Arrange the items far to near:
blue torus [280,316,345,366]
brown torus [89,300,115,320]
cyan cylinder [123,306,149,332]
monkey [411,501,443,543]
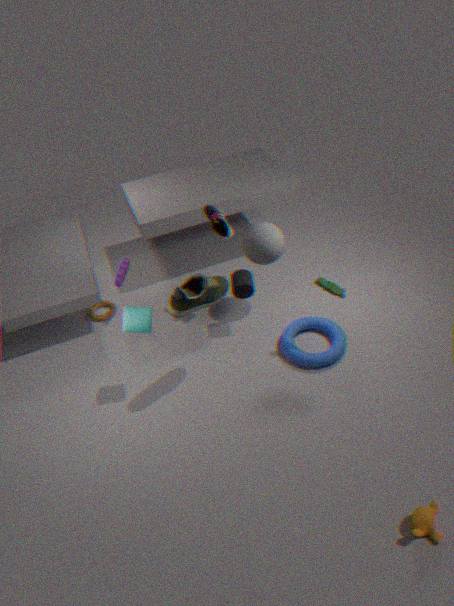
brown torus [89,300,115,320] < blue torus [280,316,345,366] < cyan cylinder [123,306,149,332] < monkey [411,501,443,543]
